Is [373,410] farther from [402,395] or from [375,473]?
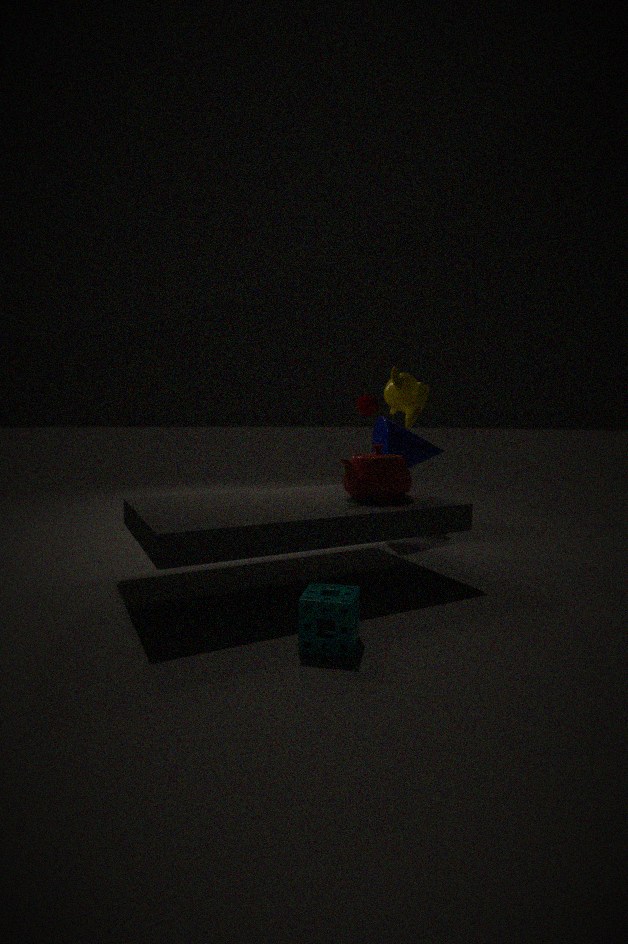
[375,473]
